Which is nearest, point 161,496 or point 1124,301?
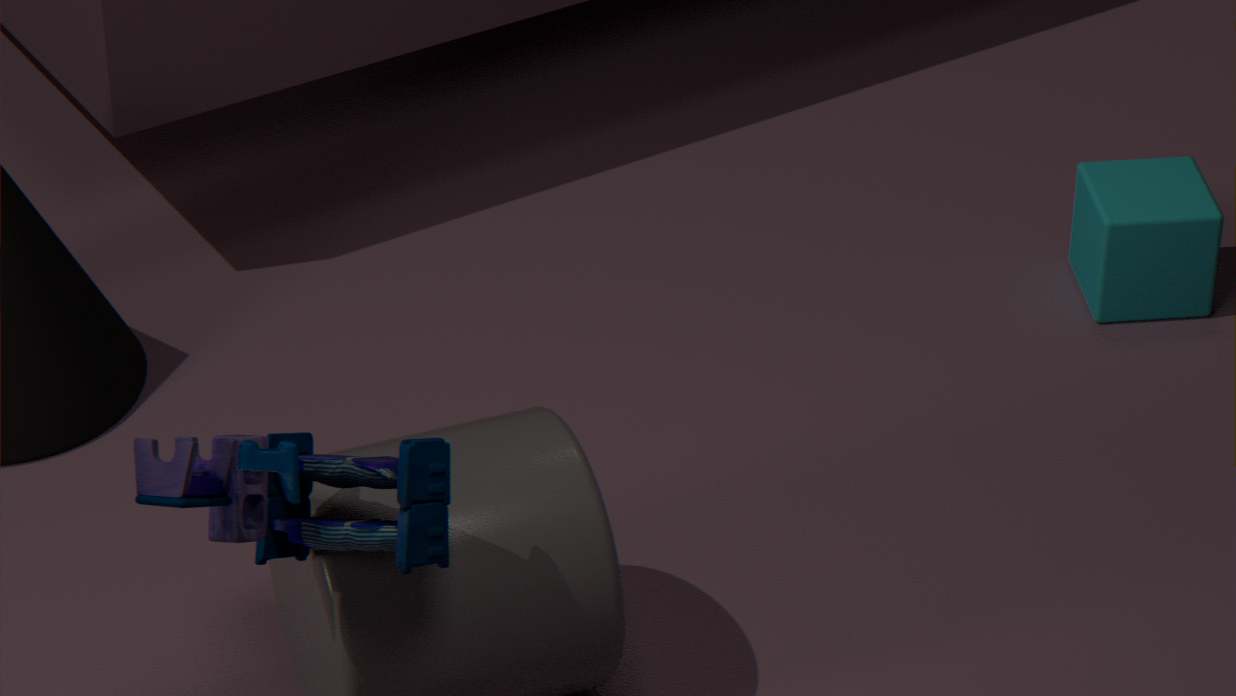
point 161,496
